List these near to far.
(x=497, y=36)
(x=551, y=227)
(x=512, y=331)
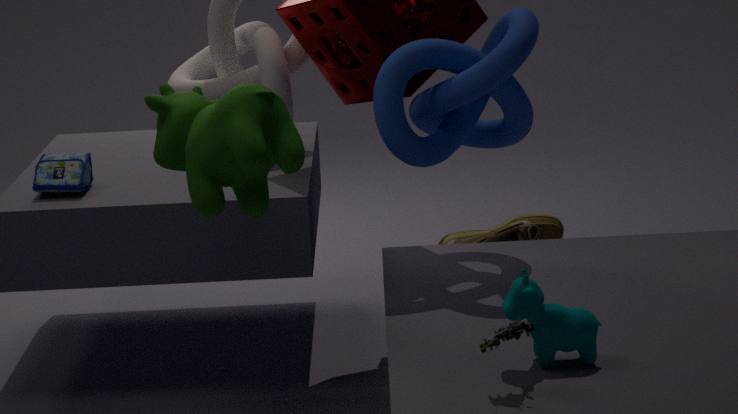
(x=512, y=331) → (x=497, y=36) → (x=551, y=227)
